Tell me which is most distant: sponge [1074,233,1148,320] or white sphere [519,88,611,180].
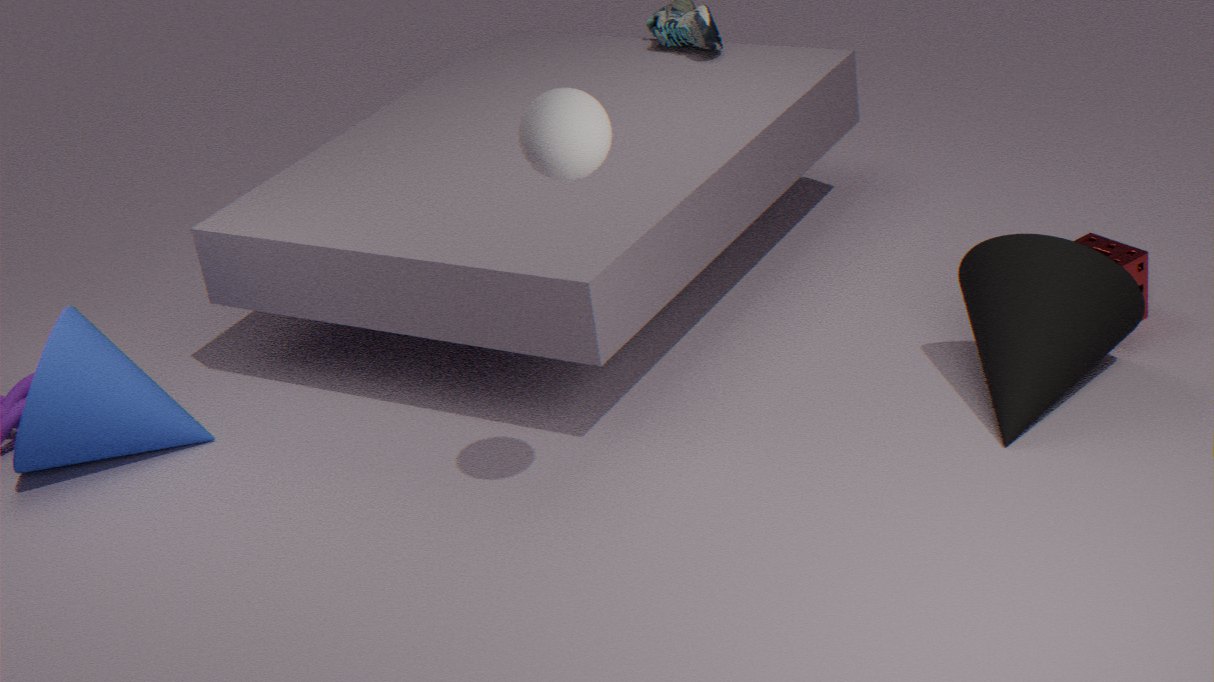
sponge [1074,233,1148,320]
